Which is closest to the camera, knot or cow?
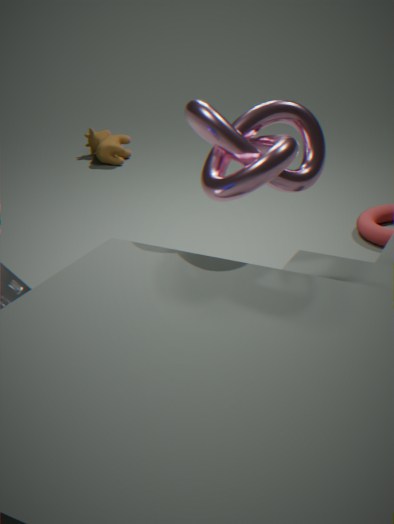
knot
